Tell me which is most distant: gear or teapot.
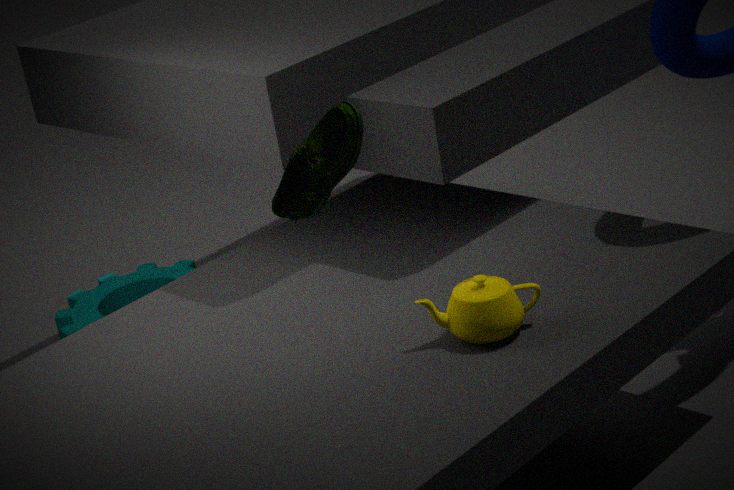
gear
